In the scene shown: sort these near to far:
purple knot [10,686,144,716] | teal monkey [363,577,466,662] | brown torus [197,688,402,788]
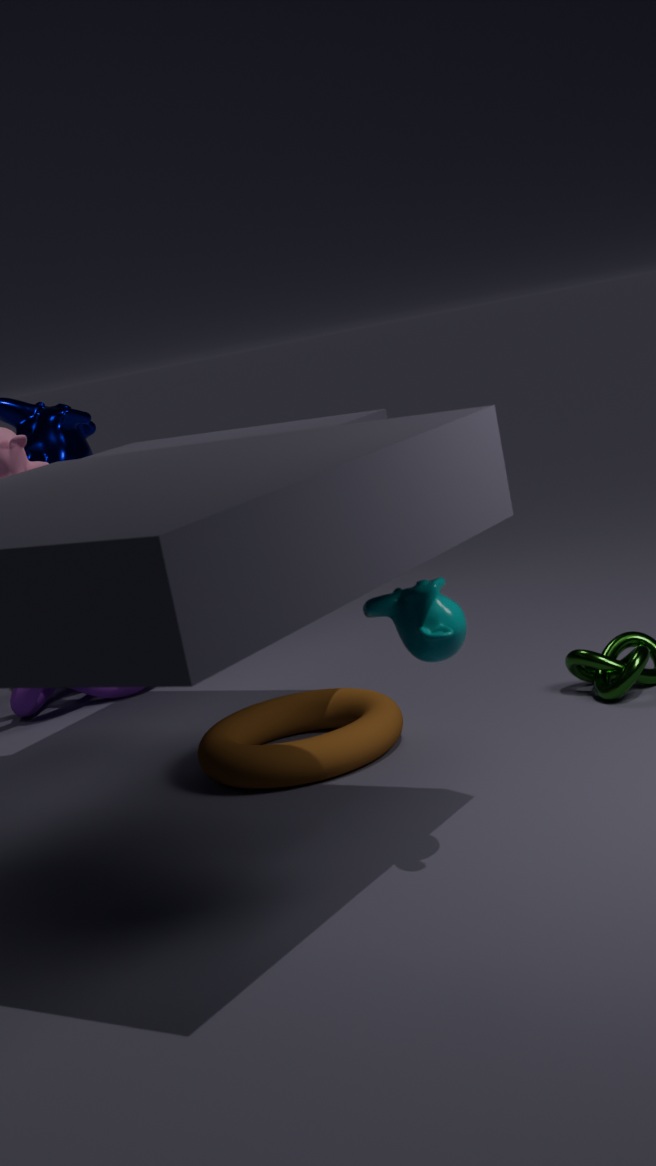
teal monkey [363,577,466,662] < brown torus [197,688,402,788] < purple knot [10,686,144,716]
